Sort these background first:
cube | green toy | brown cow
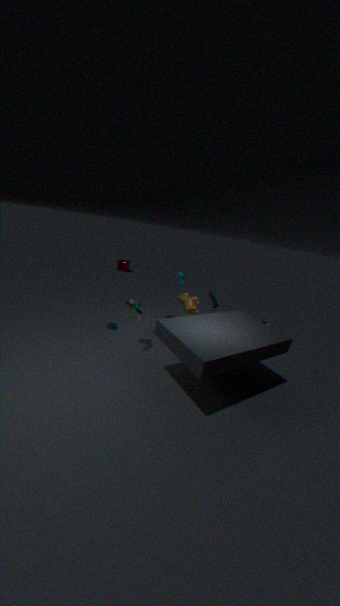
cube < brown cow < green toy
